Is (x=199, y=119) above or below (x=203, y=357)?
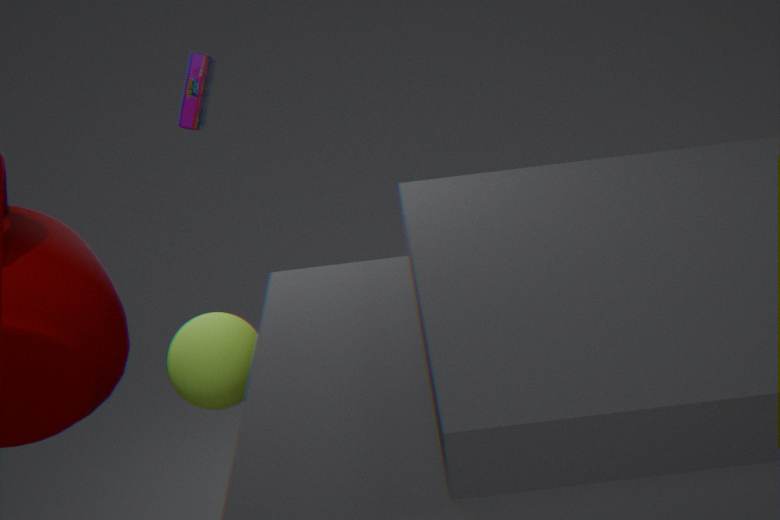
above
